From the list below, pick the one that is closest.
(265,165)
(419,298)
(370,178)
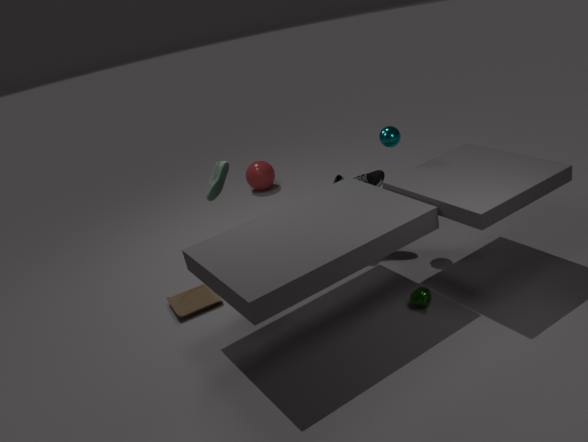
(419,298)
